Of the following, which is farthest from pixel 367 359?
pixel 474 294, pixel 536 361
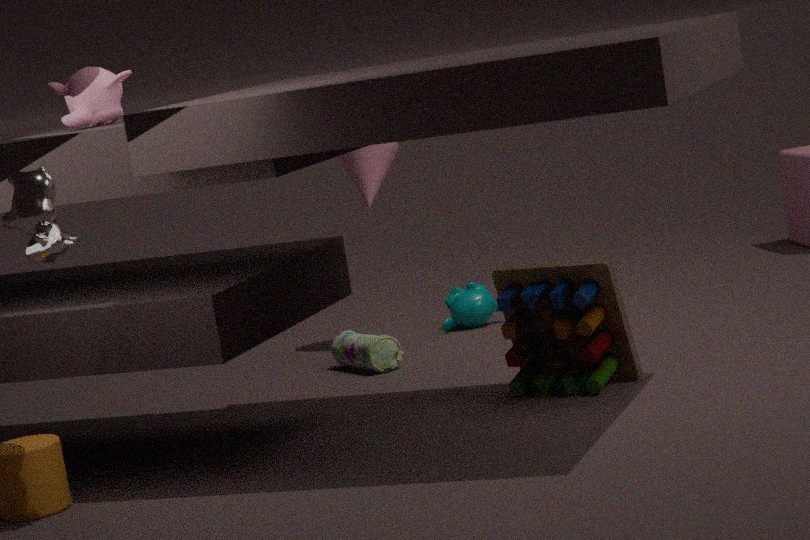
pixel 536 361
